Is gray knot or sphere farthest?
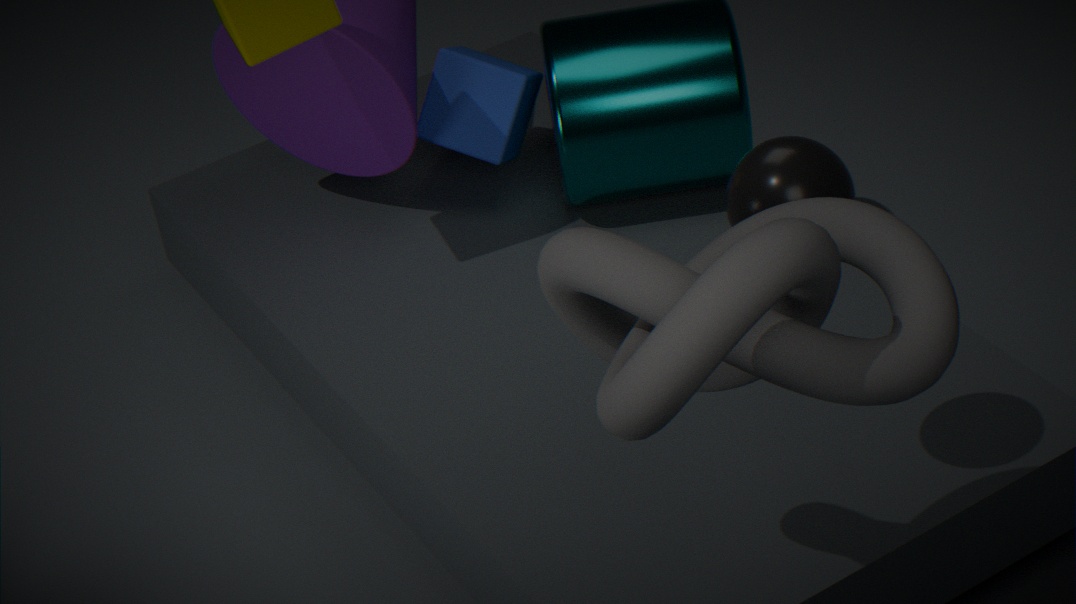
sphere
